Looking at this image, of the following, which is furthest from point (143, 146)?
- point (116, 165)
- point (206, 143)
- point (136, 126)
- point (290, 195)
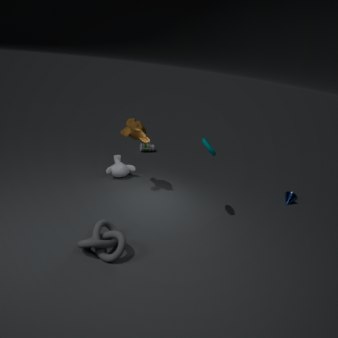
point (290, 195)
